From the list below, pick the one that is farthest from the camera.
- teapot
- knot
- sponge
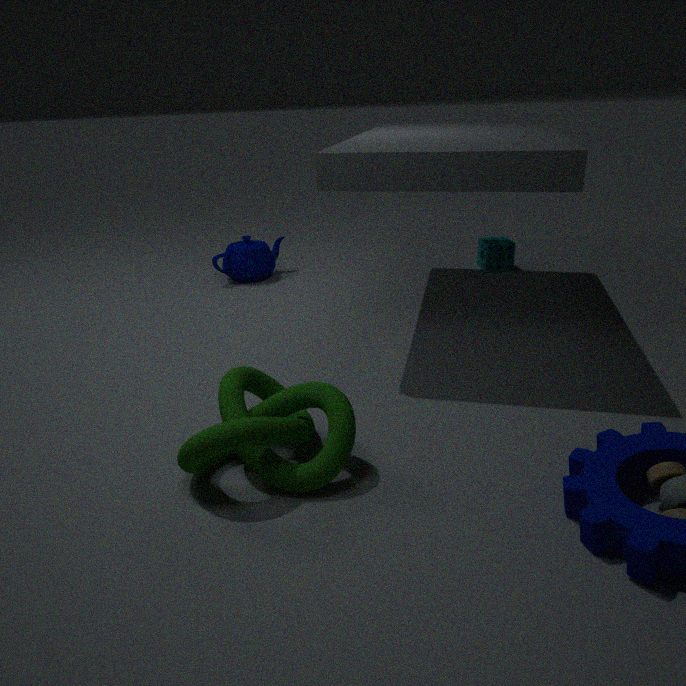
sponge
